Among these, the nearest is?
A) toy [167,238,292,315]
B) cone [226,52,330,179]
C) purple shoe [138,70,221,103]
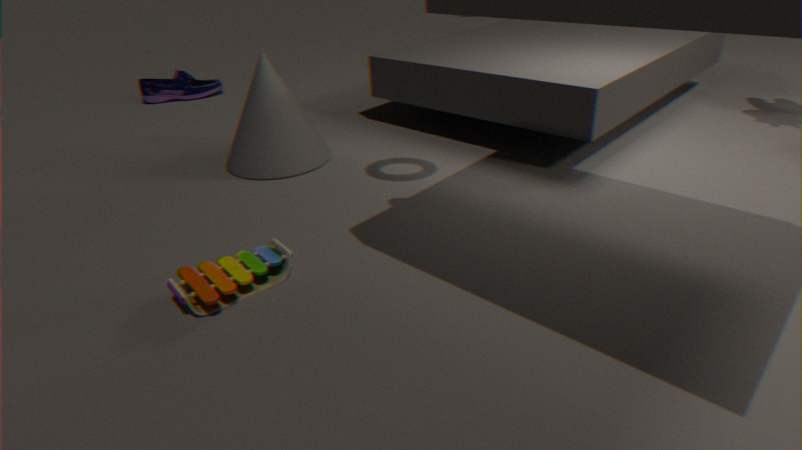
Answer: toy [167,238,292,315]
